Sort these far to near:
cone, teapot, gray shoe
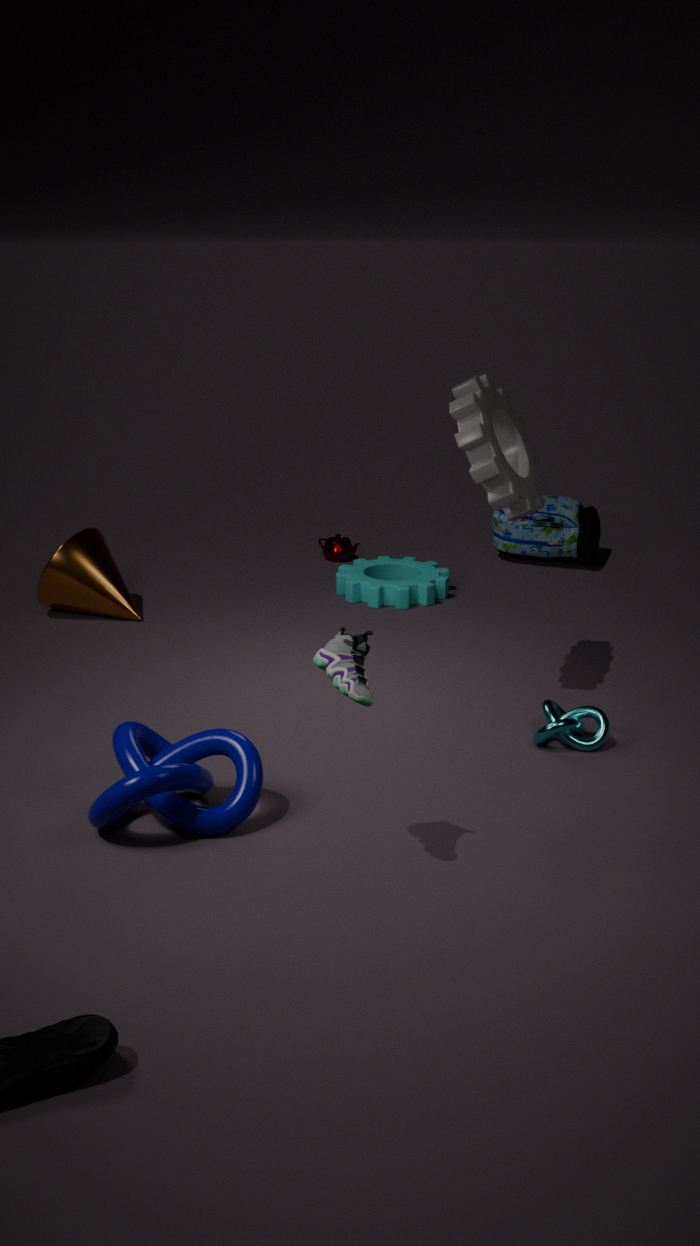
teapot → cone → gray shoe
